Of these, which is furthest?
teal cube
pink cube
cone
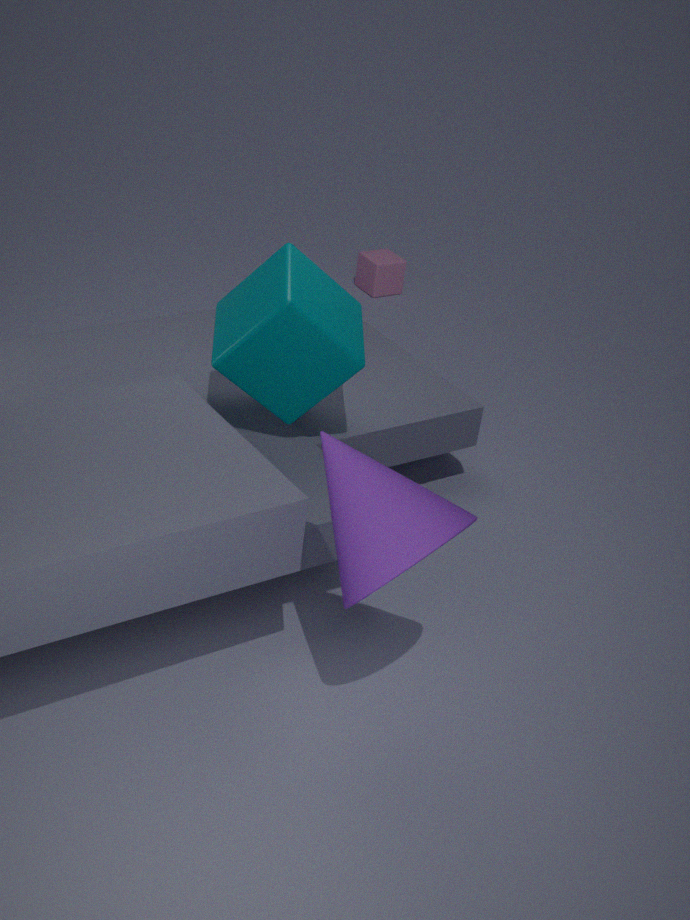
pink cube
